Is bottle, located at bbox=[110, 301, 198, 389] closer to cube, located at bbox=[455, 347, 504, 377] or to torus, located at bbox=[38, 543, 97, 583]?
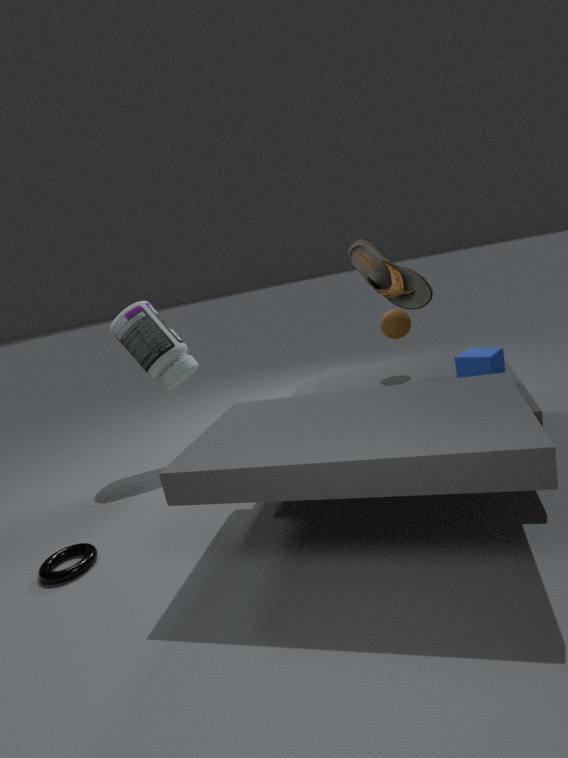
torus, located at bbox=[38, 543, 97, 583]
